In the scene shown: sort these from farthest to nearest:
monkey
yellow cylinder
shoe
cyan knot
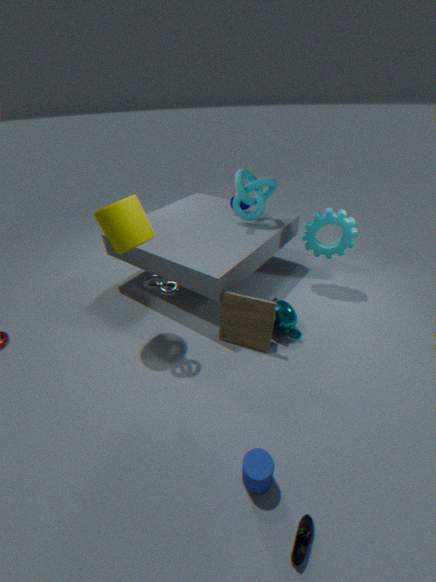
cyan knot < monkey < yellow cylinder < shoe
